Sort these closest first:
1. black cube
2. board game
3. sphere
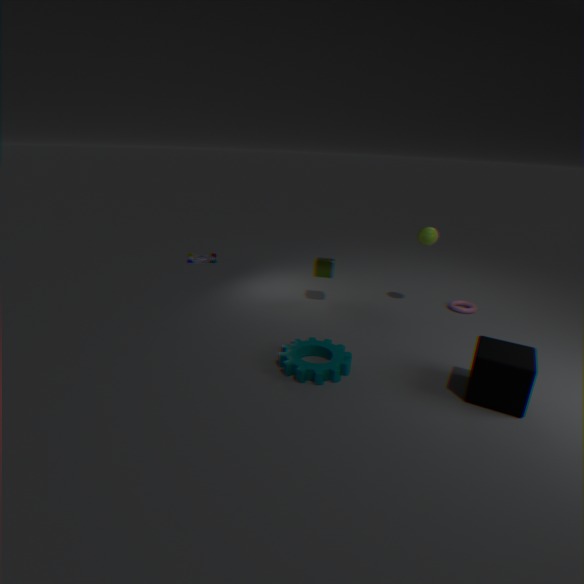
1. black cube
2. sphere
3. board game
